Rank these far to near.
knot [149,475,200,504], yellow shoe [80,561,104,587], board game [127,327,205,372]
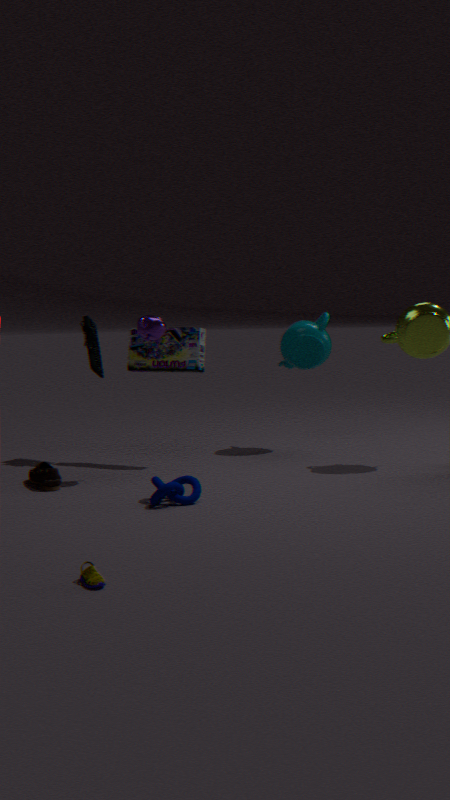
board game [127,327,205,372], knot [149,475,200,504], yellow shoe [80,561,104,587]
